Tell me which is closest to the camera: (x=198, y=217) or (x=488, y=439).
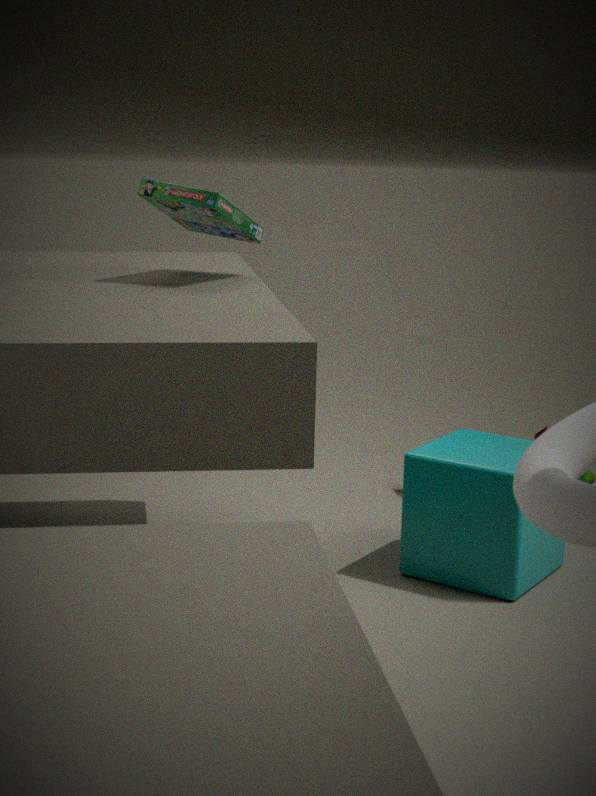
(x=198, y=217)
